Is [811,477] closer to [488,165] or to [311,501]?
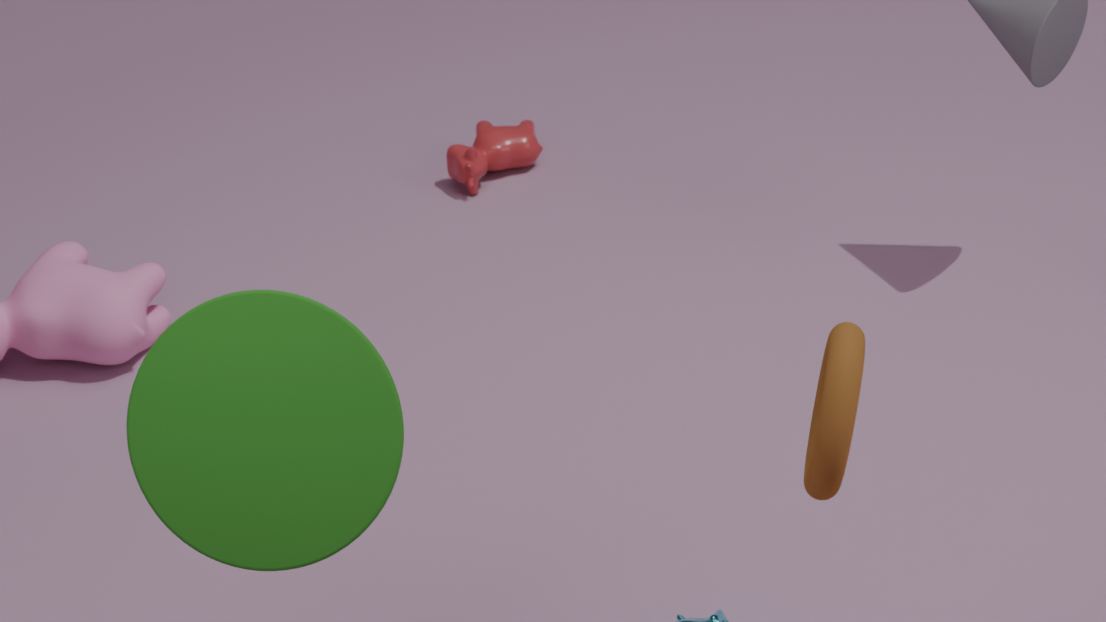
[311,501]
